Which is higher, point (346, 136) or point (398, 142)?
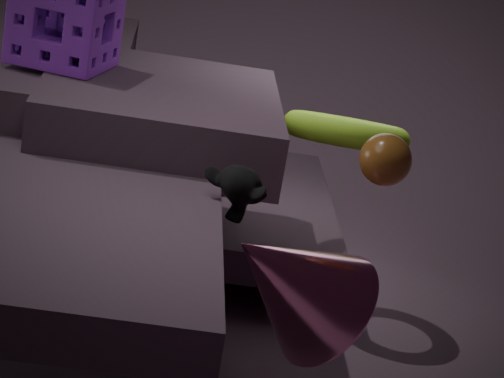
point (398, 142)
